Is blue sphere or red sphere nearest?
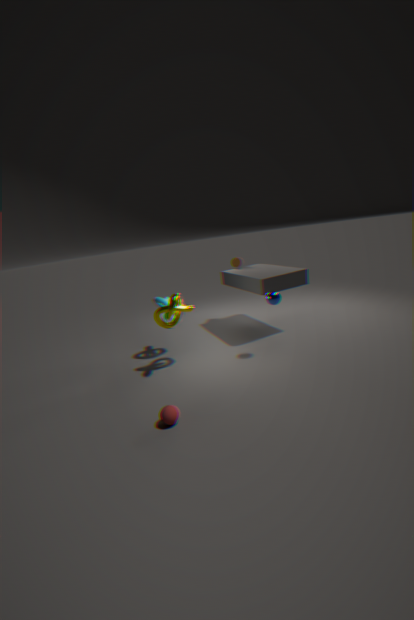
red sphere
